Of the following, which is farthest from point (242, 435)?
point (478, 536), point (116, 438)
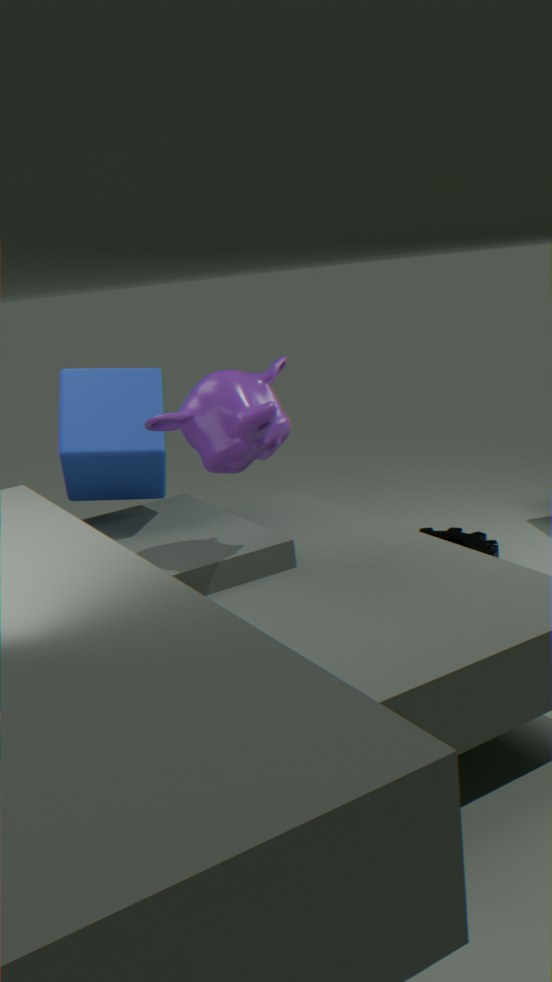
point (478, 536)
